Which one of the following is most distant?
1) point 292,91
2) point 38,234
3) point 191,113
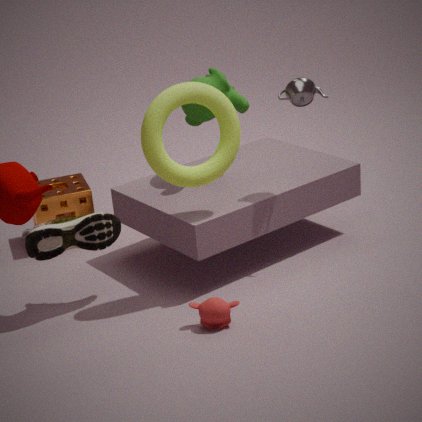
3. point 191,113
